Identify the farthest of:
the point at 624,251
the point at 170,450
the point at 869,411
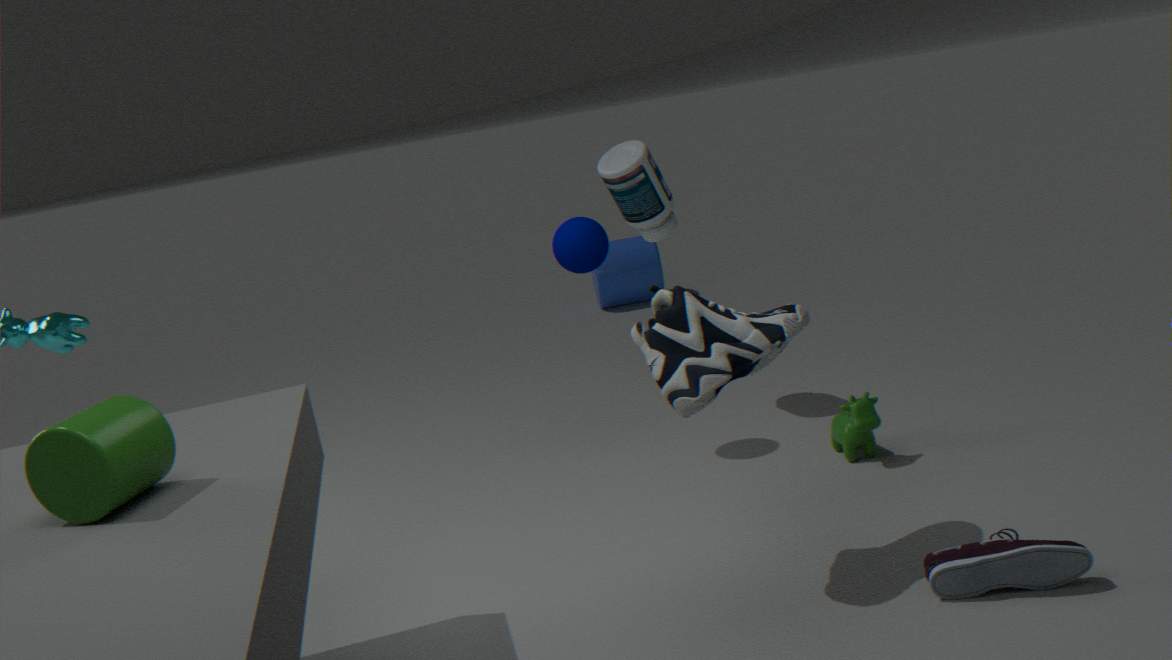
the point at 624,251
